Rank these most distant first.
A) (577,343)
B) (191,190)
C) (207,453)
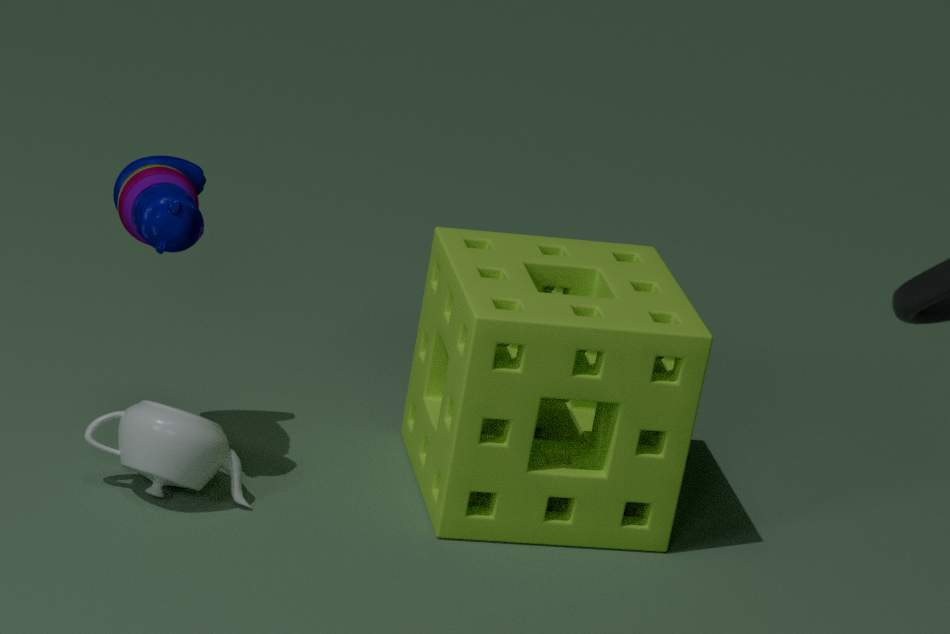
(191,190), (207,453), (577,343)
